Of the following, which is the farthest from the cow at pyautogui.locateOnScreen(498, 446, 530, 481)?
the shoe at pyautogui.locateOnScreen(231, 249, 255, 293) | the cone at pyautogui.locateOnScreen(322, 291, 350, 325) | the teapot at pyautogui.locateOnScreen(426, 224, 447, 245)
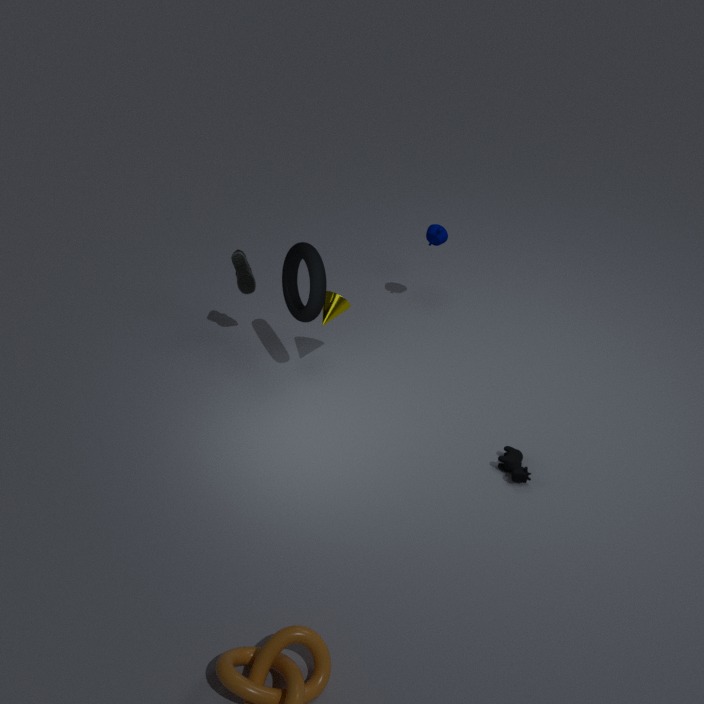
the shoe at pyautogui.locateOnScreen(231, 249, 255, 293)
